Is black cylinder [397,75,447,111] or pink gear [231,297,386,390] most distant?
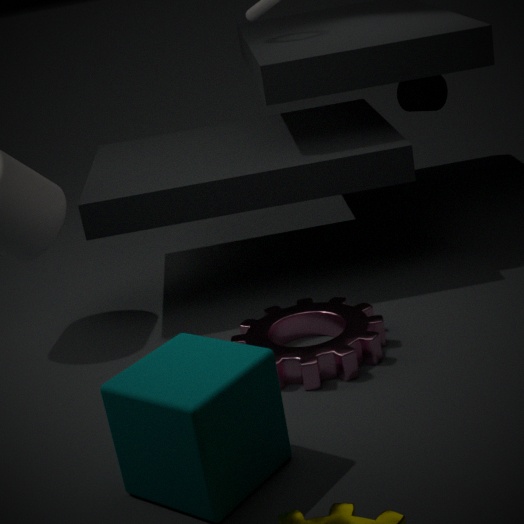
black cylinder [397,75,447,111]
